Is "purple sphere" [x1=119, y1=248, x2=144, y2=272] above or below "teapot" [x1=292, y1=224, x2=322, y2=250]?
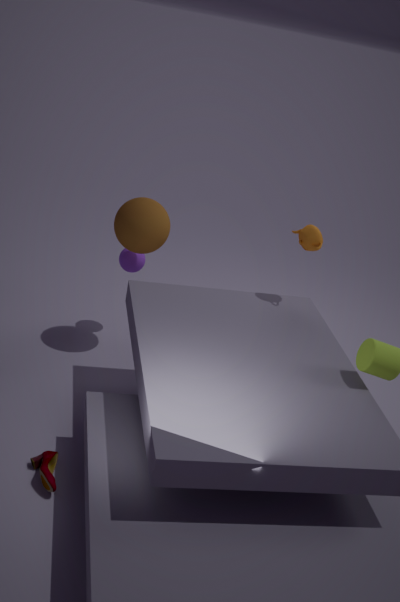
below
